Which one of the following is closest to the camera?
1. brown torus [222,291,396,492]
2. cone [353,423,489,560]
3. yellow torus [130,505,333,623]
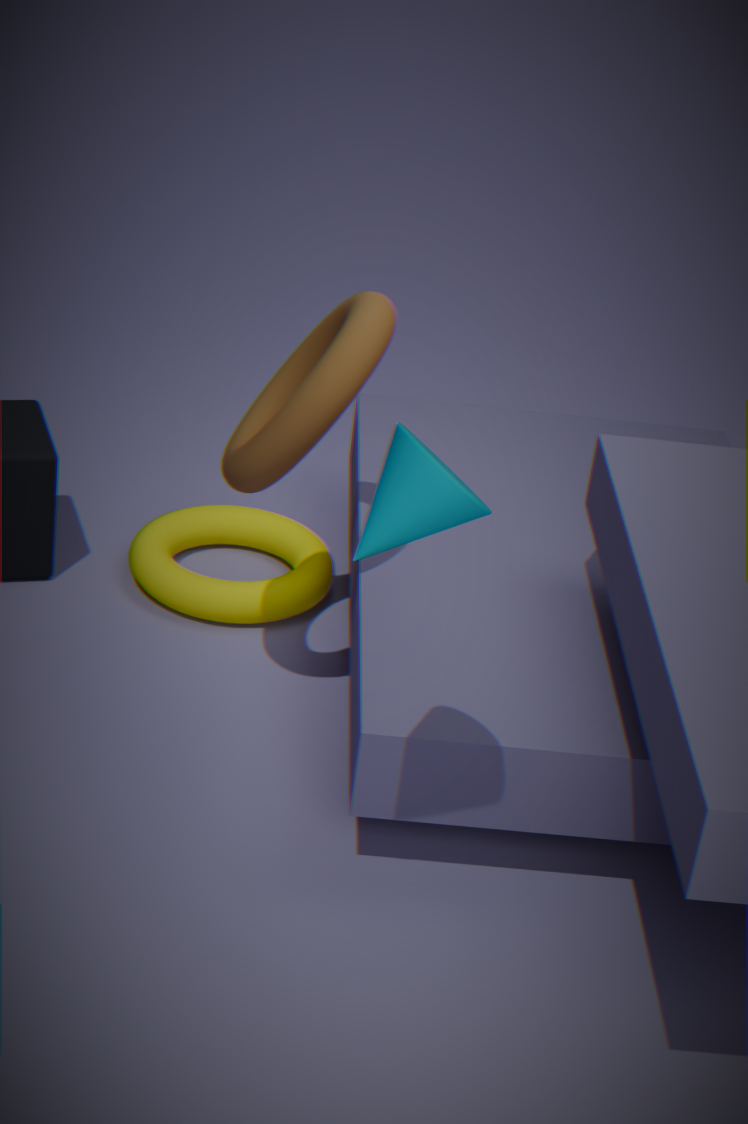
cone [353,423,489,560]
